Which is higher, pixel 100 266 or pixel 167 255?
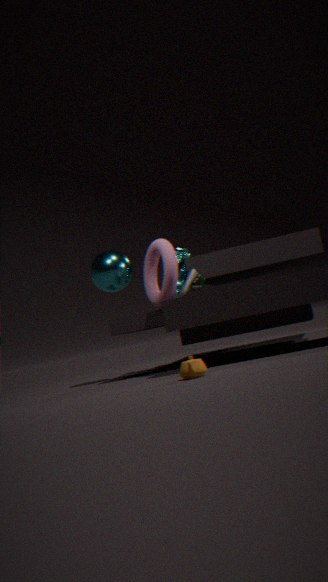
pixel 100 266
